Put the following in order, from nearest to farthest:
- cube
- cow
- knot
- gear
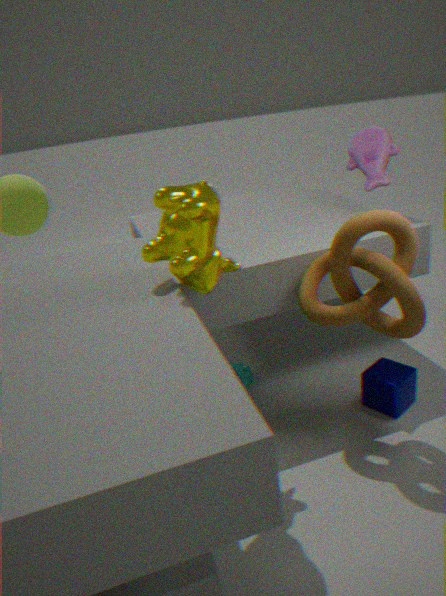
cow → knot → cube → gear
